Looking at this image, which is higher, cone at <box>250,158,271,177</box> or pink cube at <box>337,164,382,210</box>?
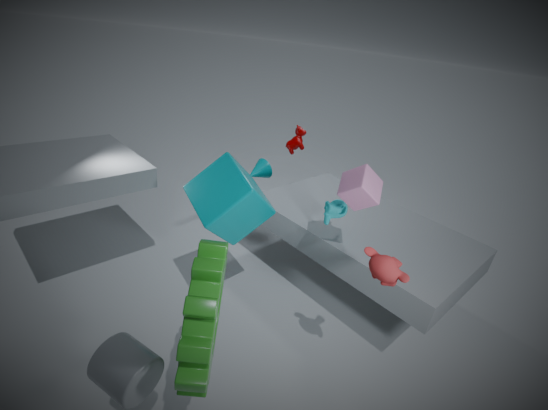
pink cube at <box>337,164,382,210</box>
